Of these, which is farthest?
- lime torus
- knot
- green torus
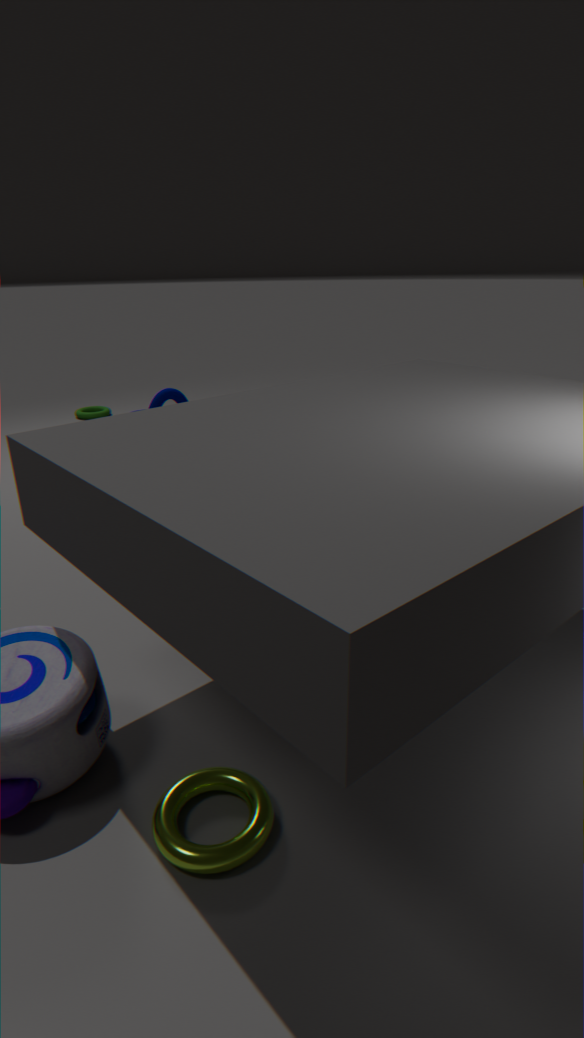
green torus
